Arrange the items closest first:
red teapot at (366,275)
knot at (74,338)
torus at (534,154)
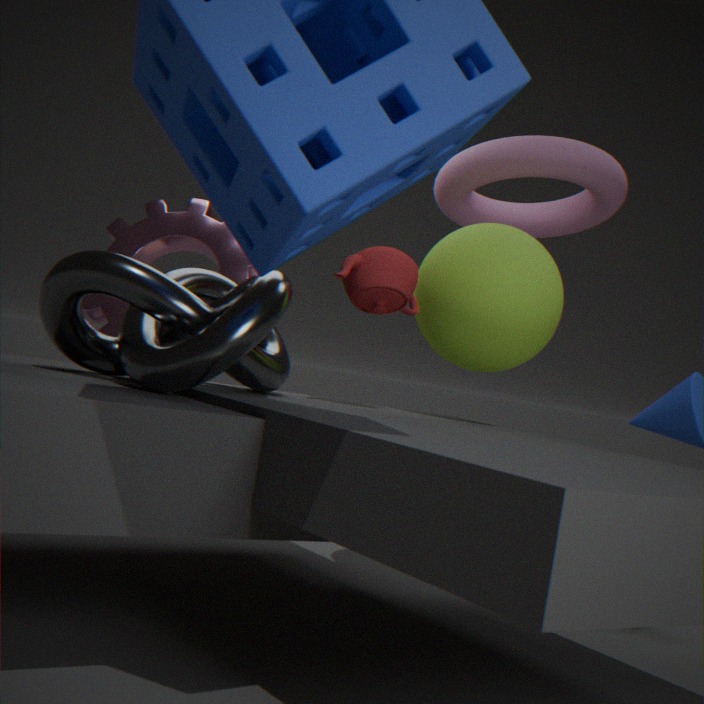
knot at (74,338), red teapot at (366,275), torus at (534,154)
